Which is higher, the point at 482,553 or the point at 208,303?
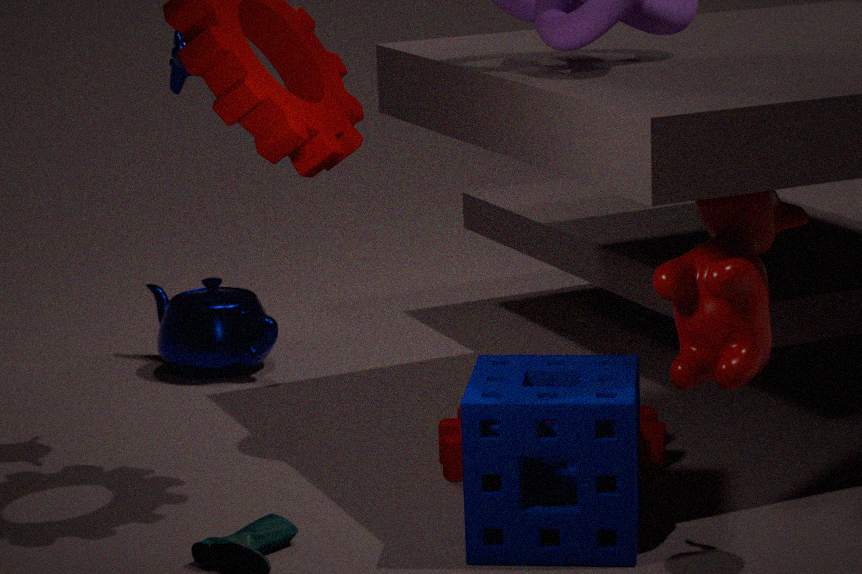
the point at 482,553
